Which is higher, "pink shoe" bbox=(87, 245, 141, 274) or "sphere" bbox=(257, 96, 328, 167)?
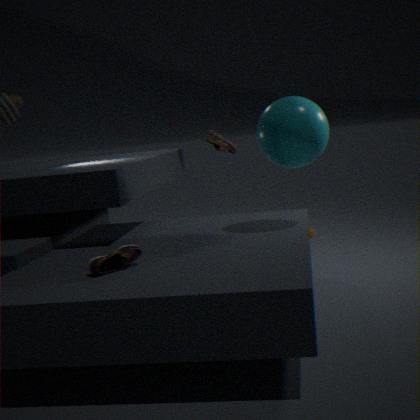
"sphere" bbox=(257, 96, 328, 167)
